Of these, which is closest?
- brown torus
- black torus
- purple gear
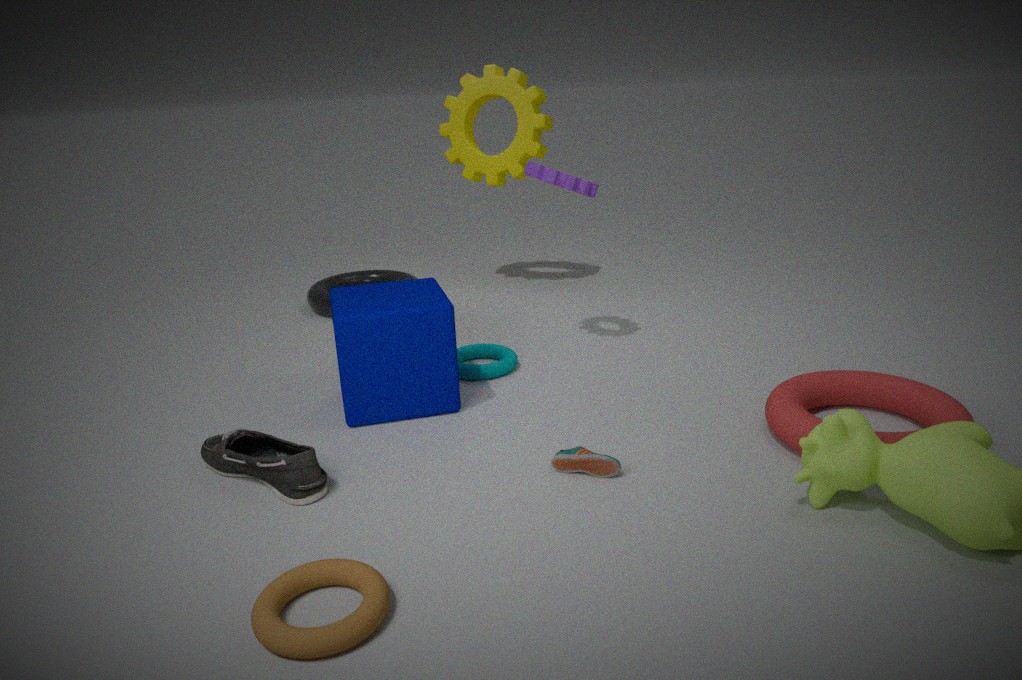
brown torus
